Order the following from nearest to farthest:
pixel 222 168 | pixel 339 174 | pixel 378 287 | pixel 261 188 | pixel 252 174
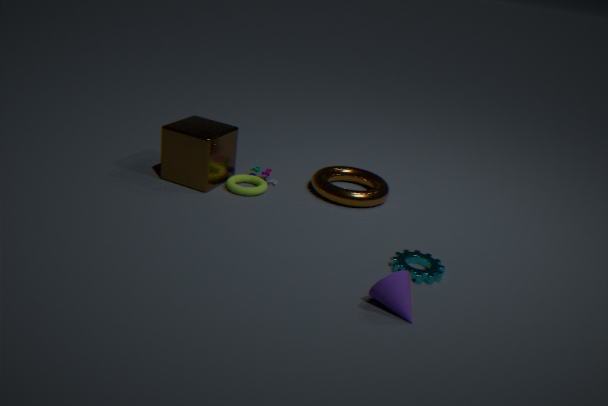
pixel 378 287 < pixel 261 188 < pixel 222 168 < pixel 252 174 < pixel 339 174
